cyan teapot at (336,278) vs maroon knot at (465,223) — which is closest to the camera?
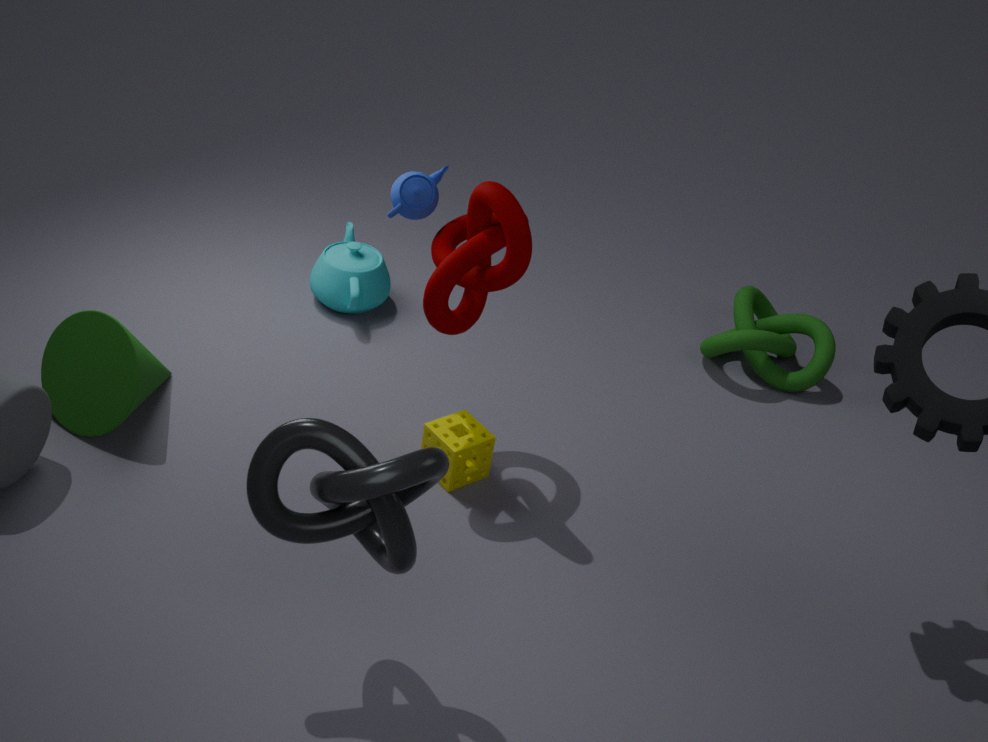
maroon knot at (465,223)
